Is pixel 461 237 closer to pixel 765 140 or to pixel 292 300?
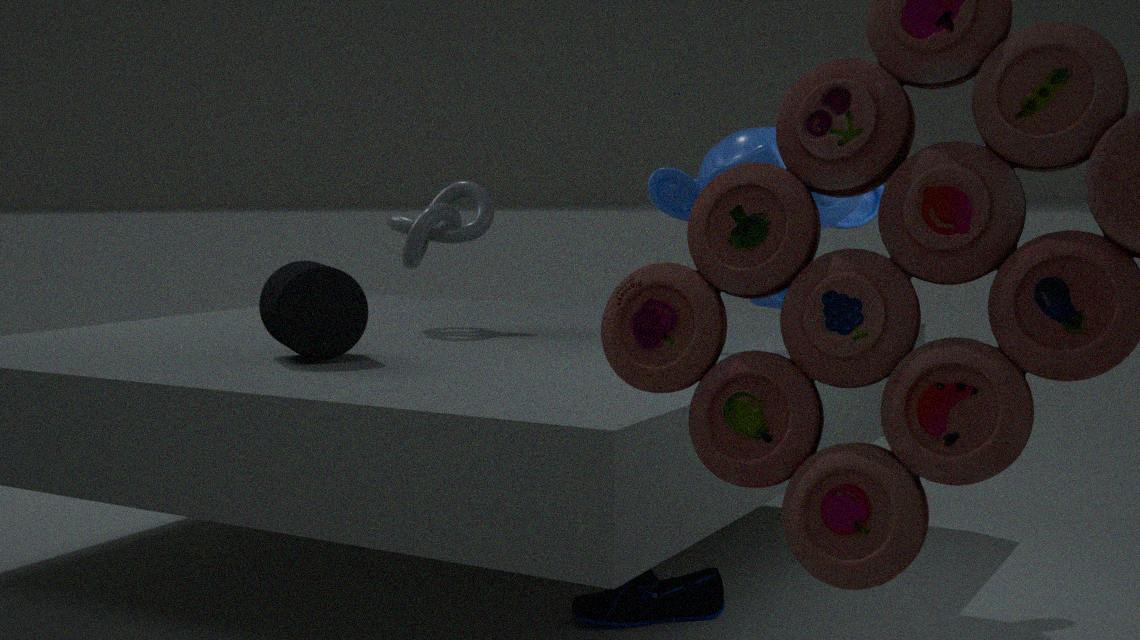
pixel 292 300
